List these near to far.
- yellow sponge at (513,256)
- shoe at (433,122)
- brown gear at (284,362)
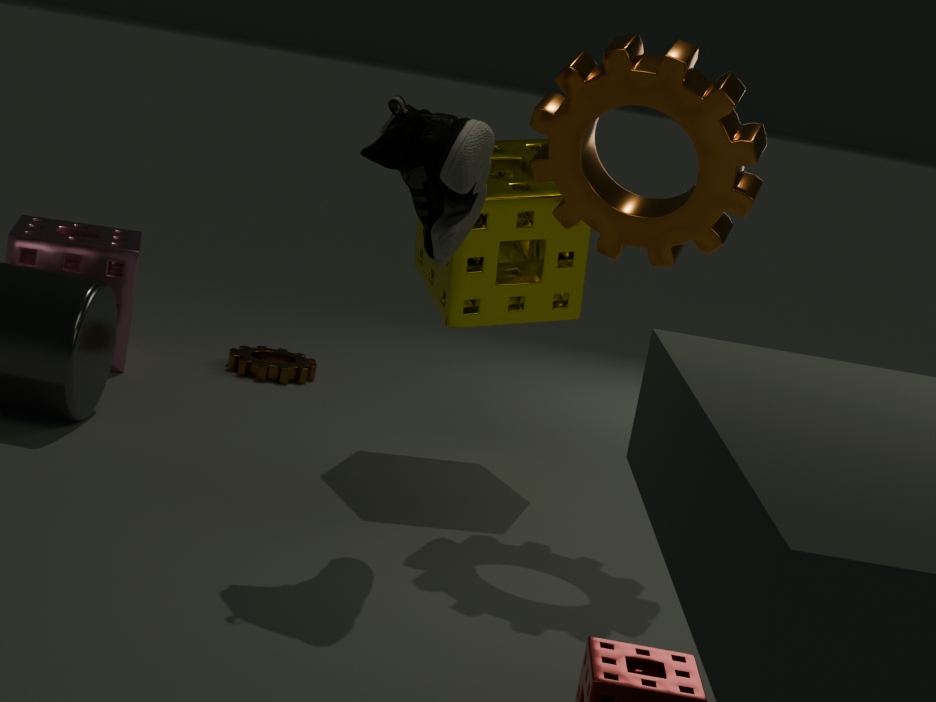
shoe at (433,122), yellow sponge at (513,256), brown gear at (284,362)
